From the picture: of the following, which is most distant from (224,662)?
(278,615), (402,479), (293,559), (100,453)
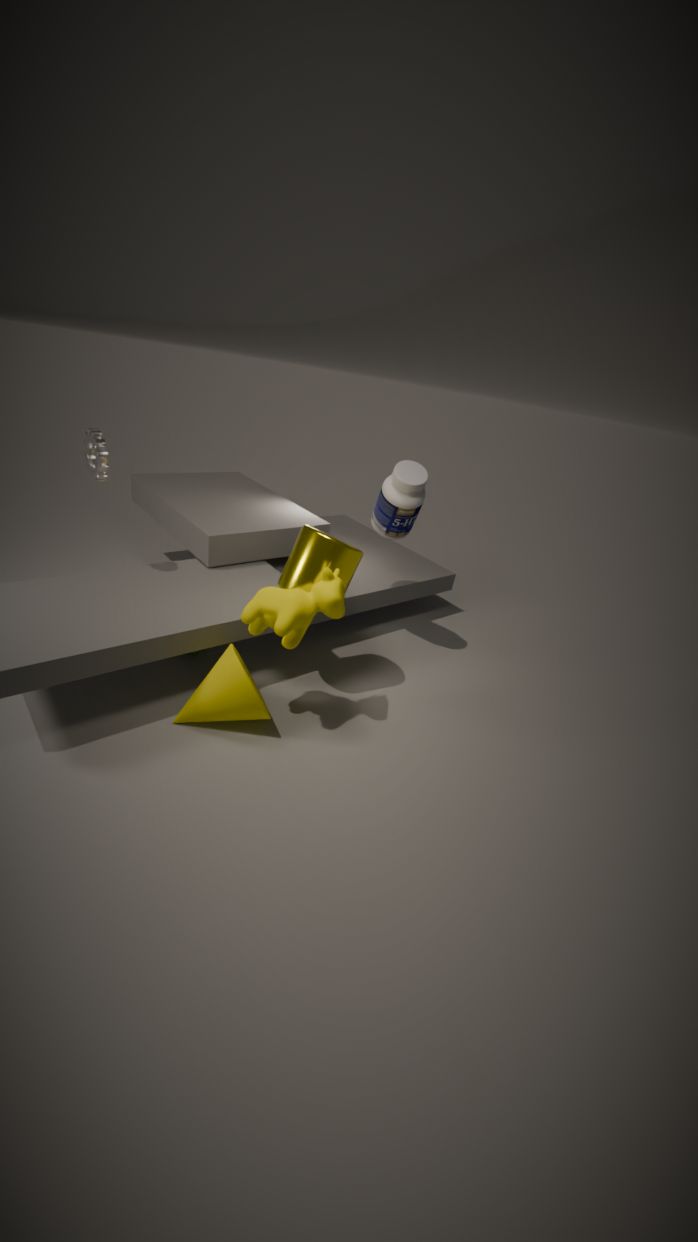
(402,479)
